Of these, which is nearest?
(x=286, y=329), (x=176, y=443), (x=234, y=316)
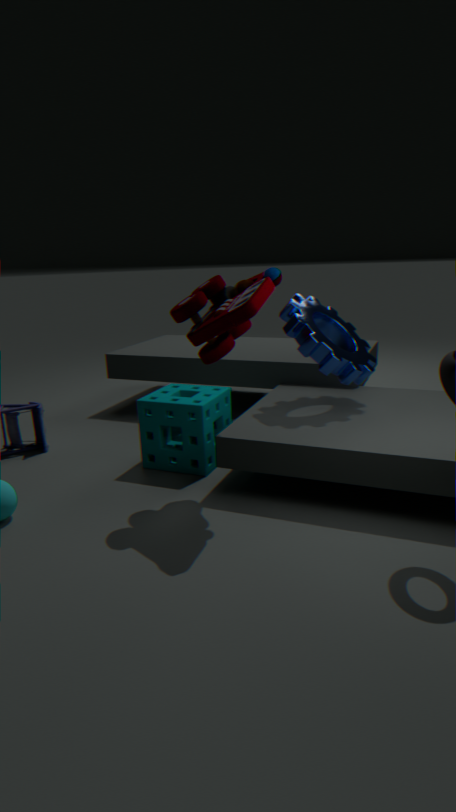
(x=234, y=316)
